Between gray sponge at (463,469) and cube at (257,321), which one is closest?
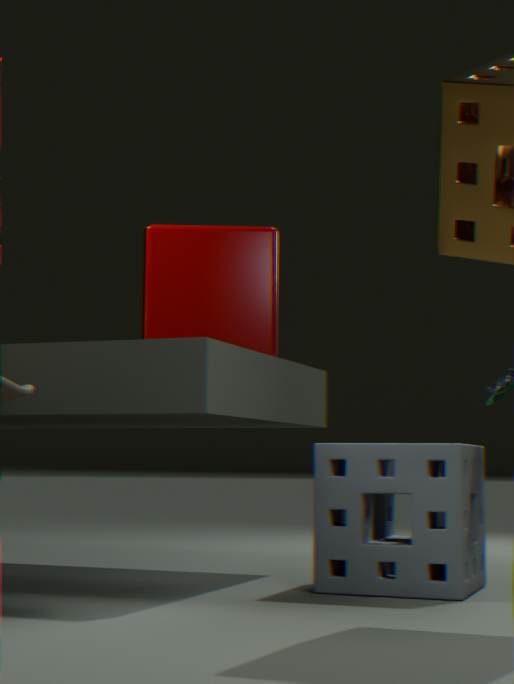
gray sponge at (463,469)
